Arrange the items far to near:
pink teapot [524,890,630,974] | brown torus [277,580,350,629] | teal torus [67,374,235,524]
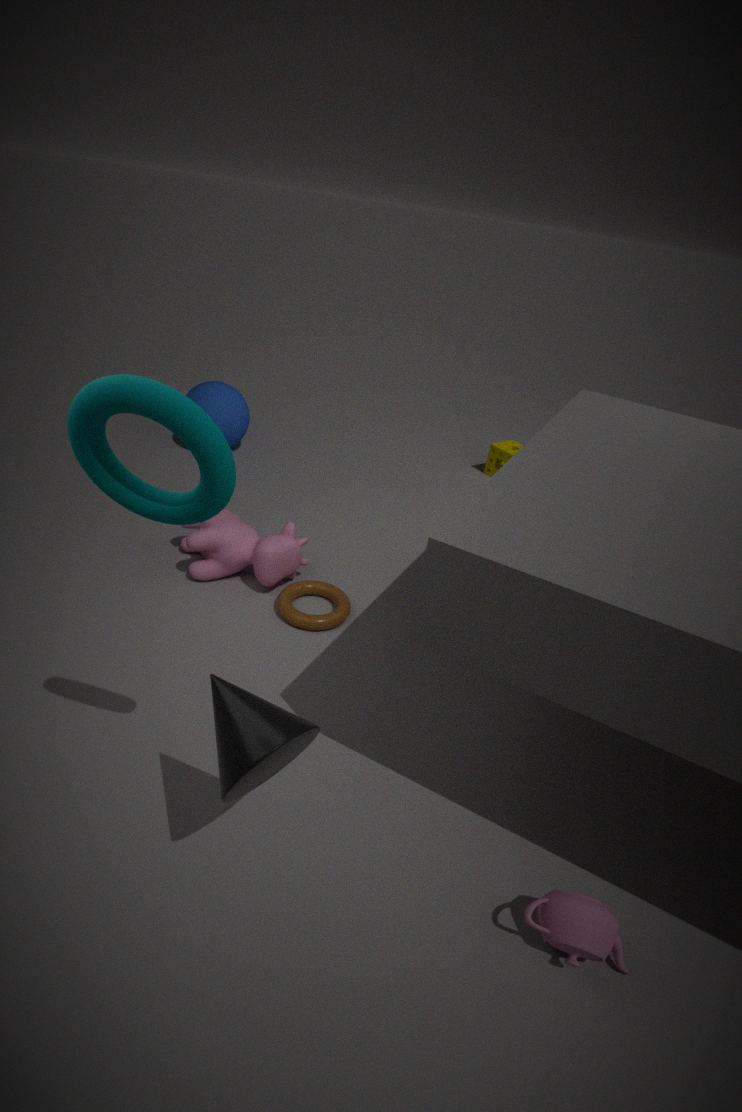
brown torus [277,580,350,629]
pink teapot [524,890,630,974]
teal torus [67,374,235,524]
